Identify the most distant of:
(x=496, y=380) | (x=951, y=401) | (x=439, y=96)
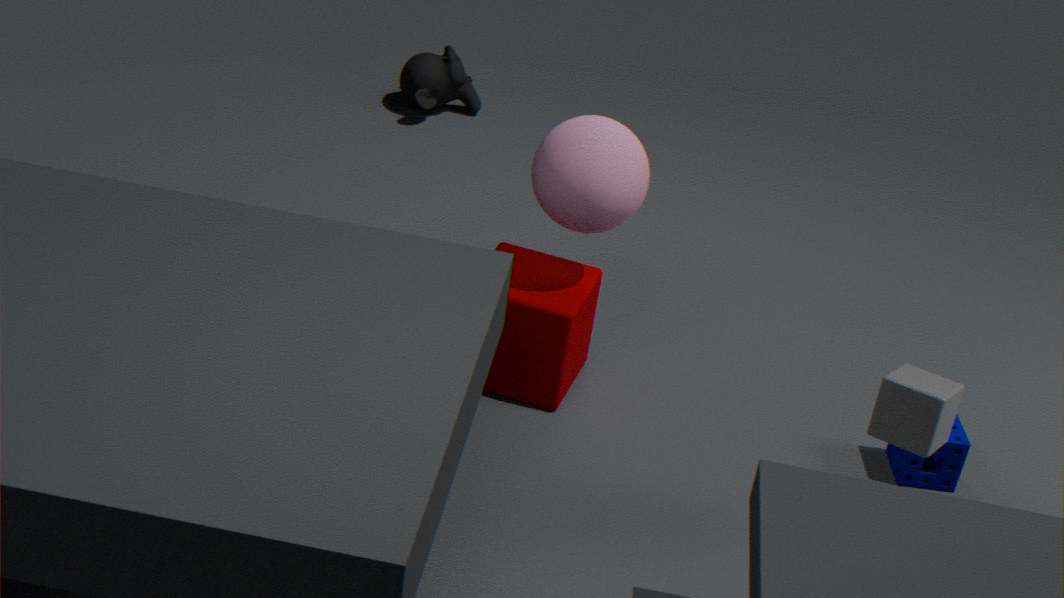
(x=439, y=96)
